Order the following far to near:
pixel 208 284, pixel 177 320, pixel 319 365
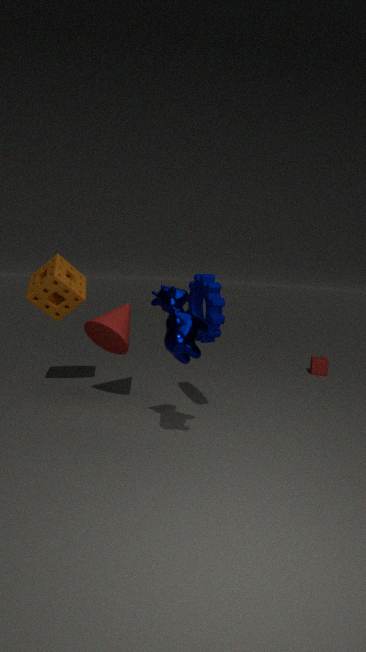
1. pixel 319 365
2. pixel 208 284
3. pixel 177 320
